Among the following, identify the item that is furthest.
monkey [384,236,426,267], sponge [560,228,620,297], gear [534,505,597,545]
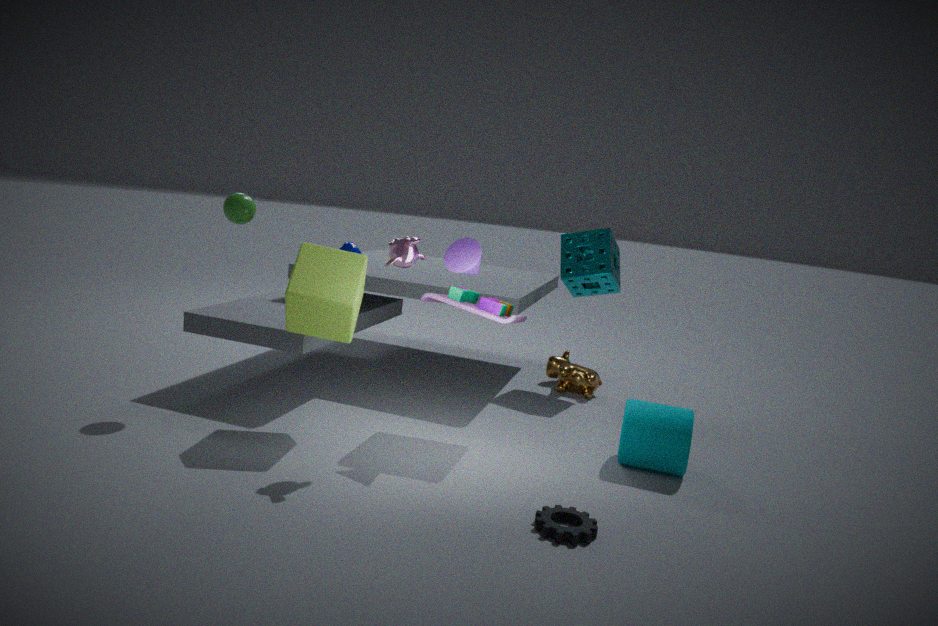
sponge [560,228,620,297]
